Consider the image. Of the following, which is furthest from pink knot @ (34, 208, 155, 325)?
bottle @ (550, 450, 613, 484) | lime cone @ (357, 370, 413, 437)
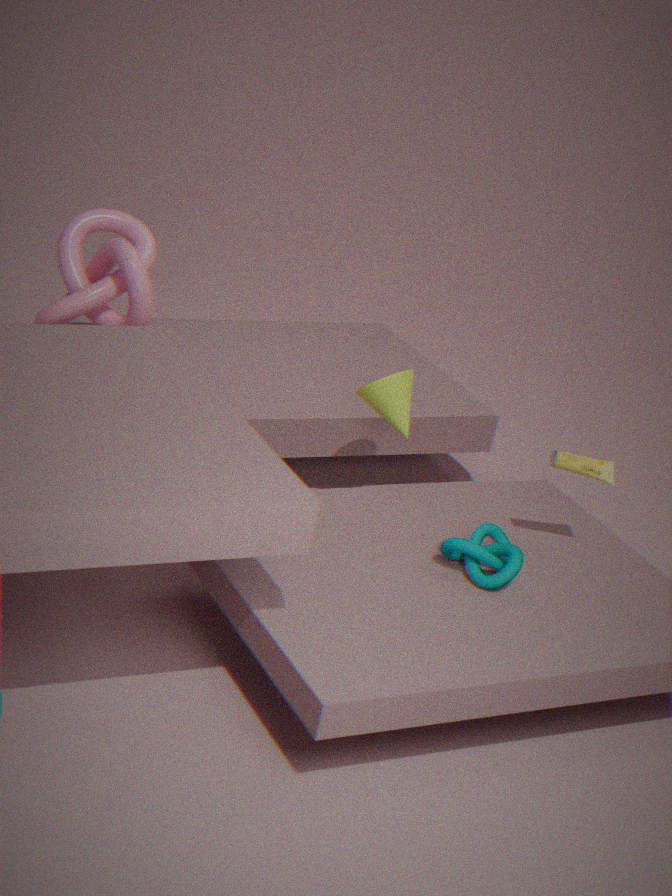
bottle @ (550, 450, 613, 484)
